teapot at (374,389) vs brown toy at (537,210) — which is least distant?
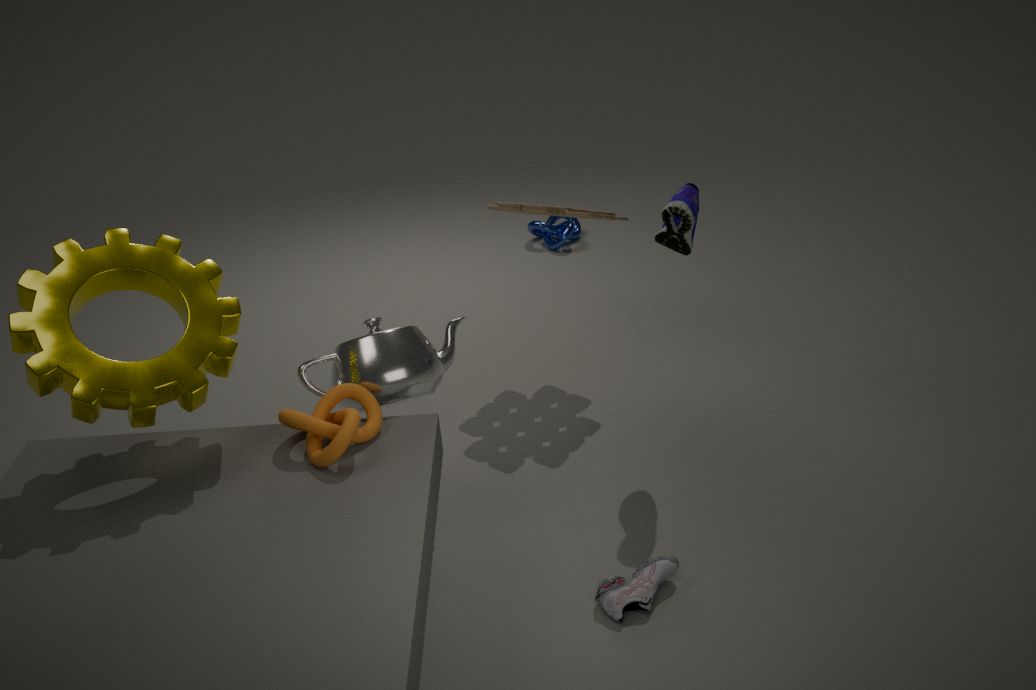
teapot at (374,389)
